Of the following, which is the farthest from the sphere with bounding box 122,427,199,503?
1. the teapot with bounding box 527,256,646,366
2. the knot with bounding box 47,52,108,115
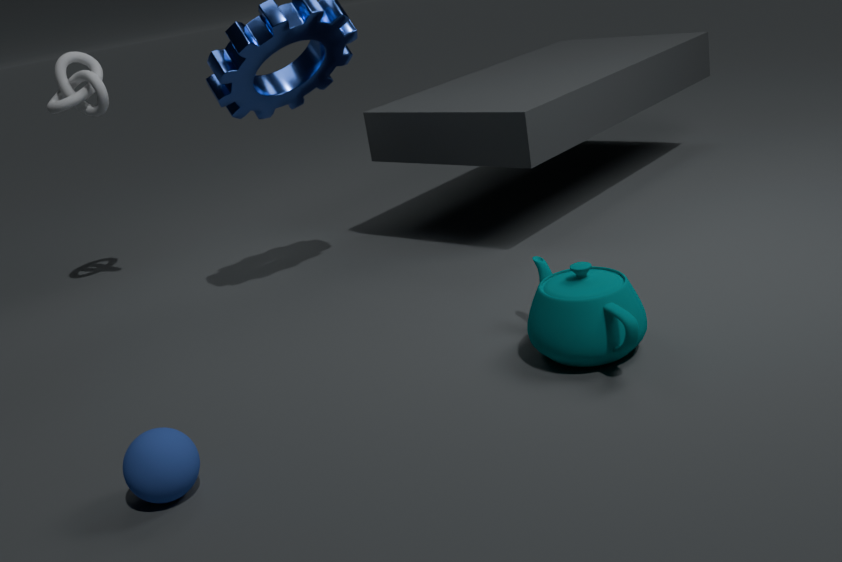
the knot with bounding box 47,52,108,115
